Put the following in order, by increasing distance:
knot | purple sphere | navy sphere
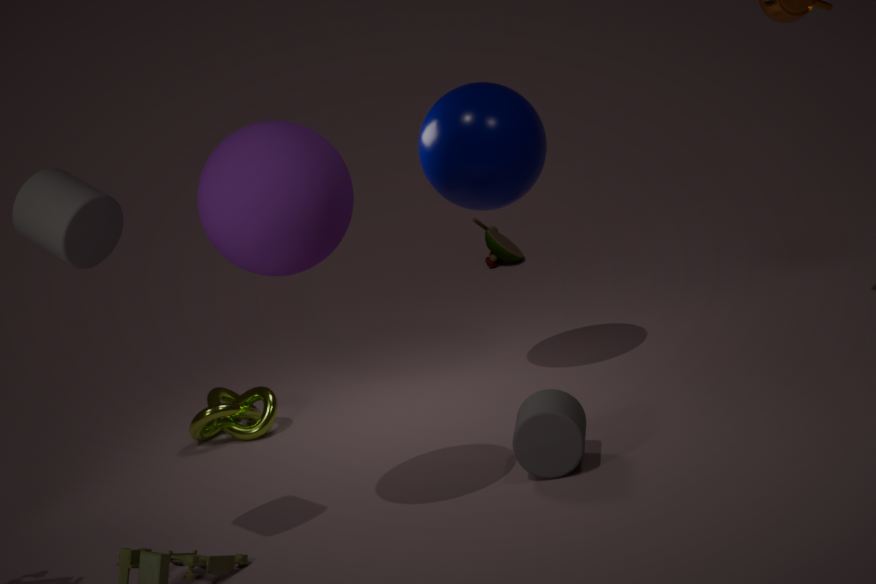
purple sphere < navy sphere < knot
